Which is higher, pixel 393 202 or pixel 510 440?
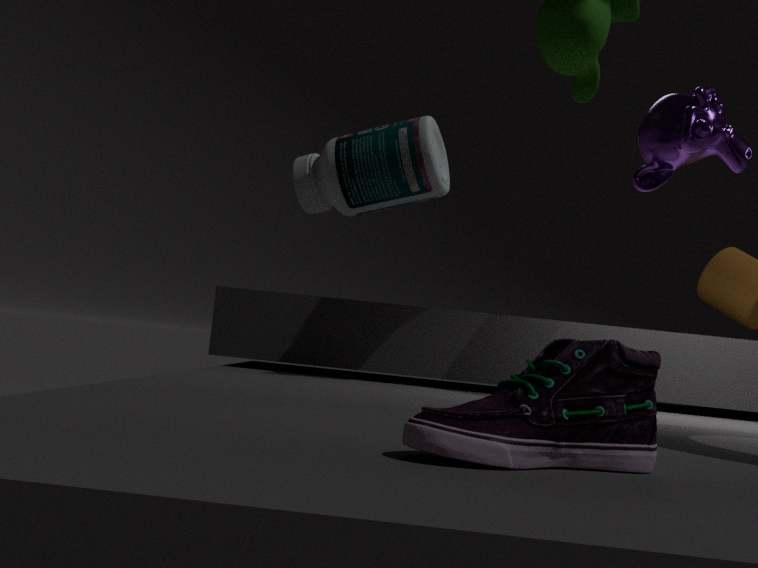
pixel 393 202
